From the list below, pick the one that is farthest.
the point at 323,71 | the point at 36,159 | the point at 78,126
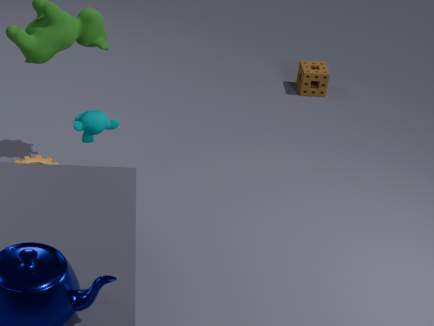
the point at 323,71
